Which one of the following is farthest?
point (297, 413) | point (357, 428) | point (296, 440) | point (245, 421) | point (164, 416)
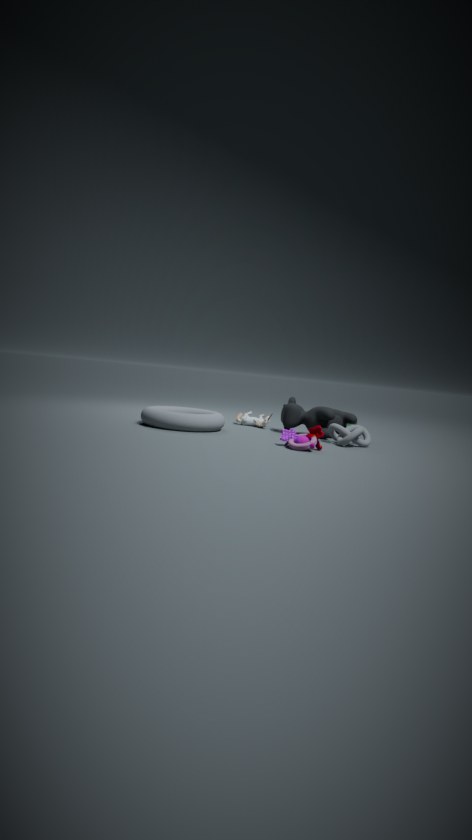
point (245, 421)
